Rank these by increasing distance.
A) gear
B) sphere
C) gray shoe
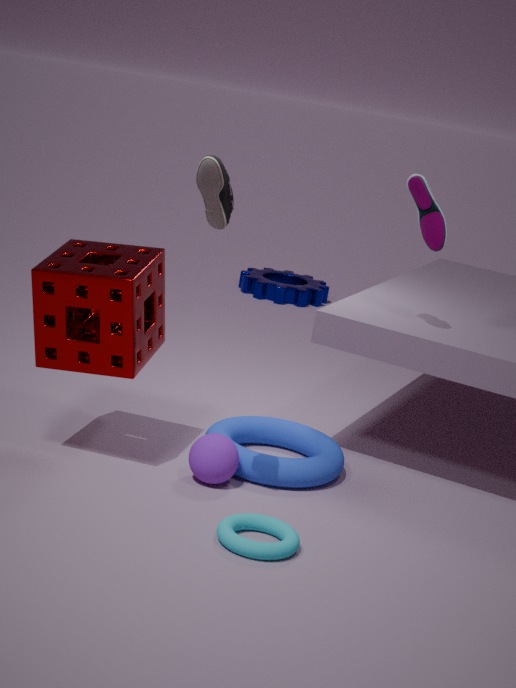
gray shoe, sphere, gear
